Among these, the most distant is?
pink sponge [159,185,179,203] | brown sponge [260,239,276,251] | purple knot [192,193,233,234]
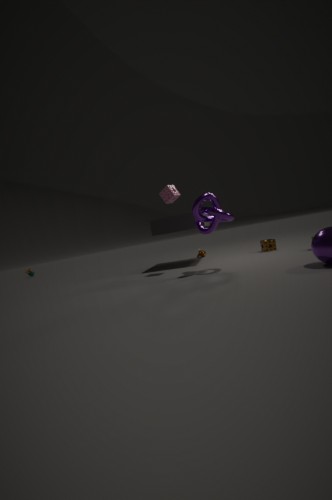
brown sponge [260,239,276,251]
